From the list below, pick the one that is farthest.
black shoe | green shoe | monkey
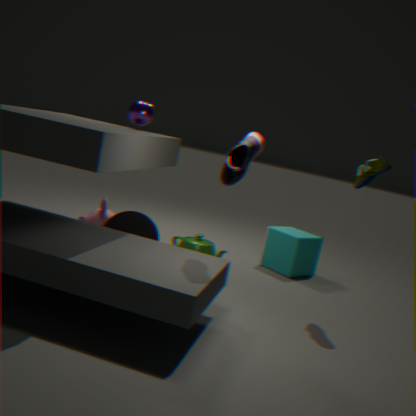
monkey
